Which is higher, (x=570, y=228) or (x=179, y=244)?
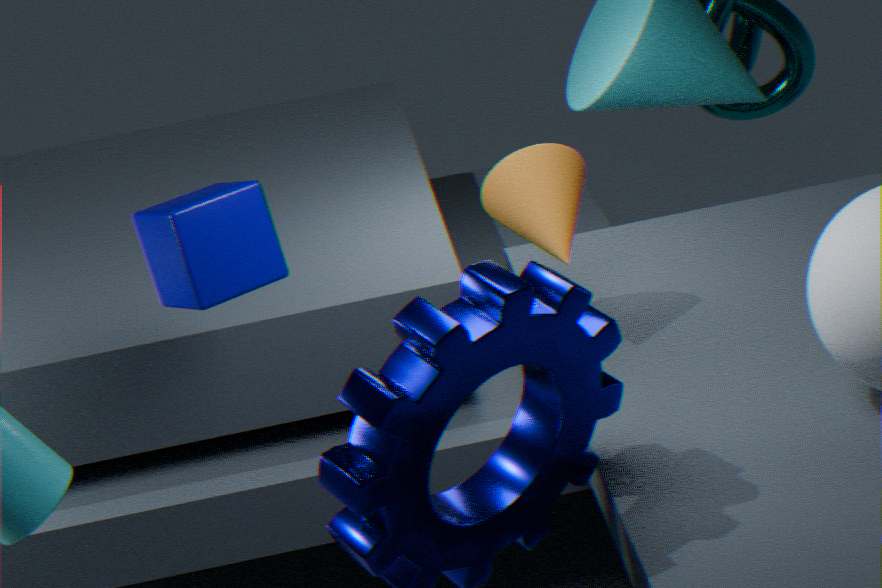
(x=179, y=244)
